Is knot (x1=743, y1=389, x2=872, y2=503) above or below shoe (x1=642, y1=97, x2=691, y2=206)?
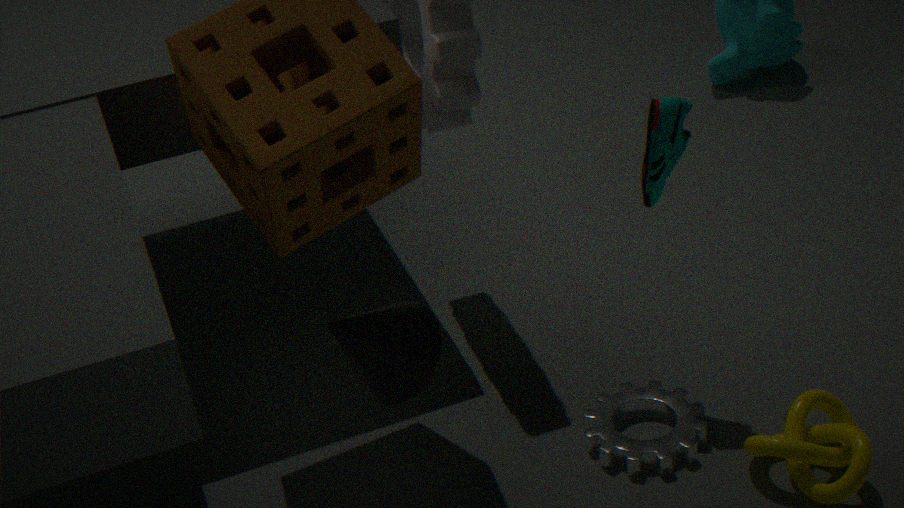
below
